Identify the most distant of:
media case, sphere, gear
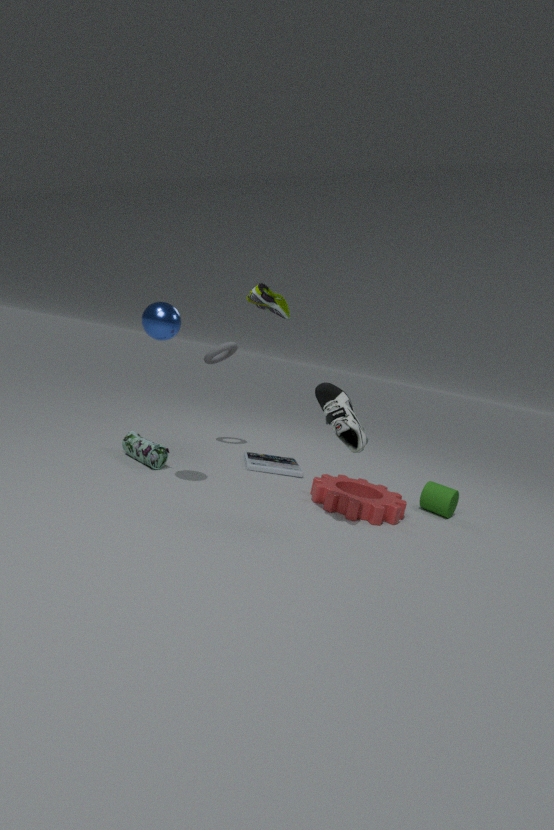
media case
